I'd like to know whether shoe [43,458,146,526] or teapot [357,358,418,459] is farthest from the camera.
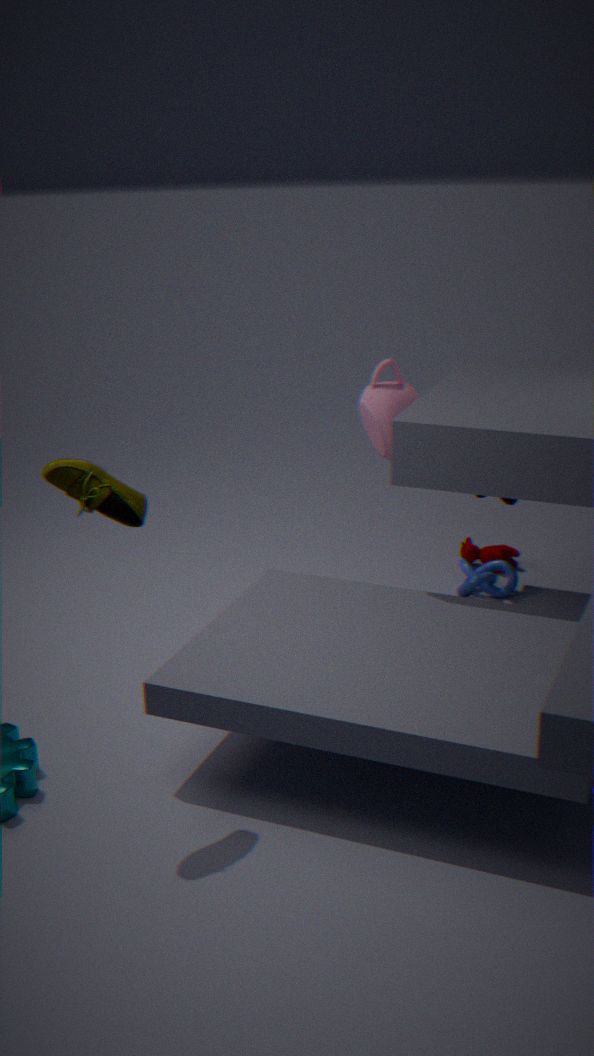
teapot [357,358,418,459]
